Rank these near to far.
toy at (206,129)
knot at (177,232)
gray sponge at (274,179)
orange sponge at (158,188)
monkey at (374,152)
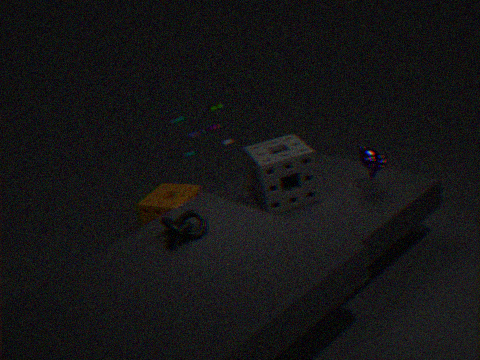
knot at (177,232)
gray sponge at (274,179)
monkey at (374,152)
toy at (206,129)
orange sponge at (158,188)
